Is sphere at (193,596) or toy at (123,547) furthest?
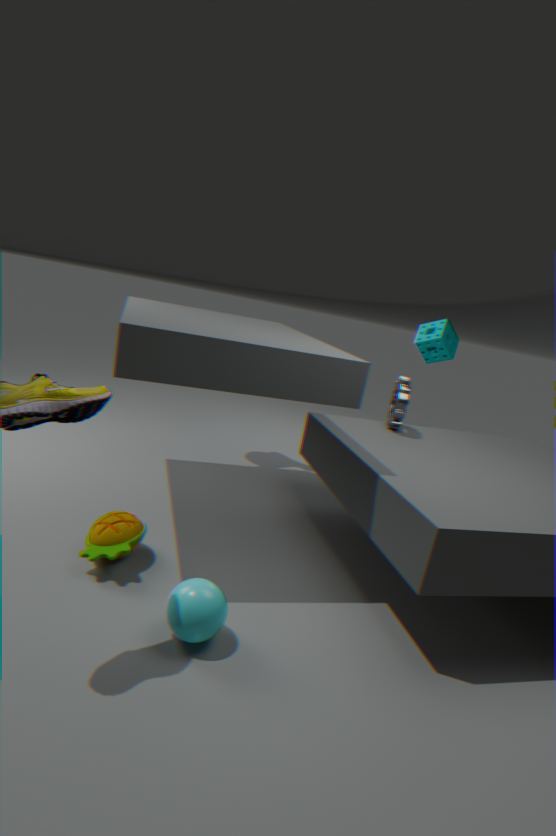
toy at (123,547)
